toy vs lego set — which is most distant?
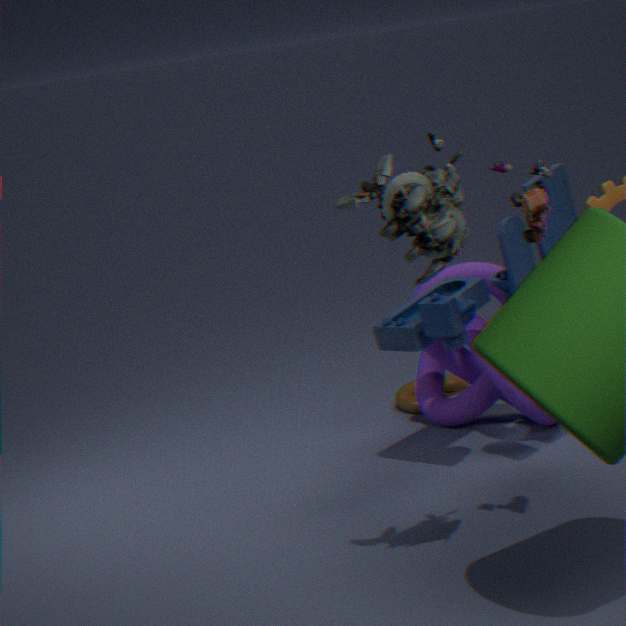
toy
